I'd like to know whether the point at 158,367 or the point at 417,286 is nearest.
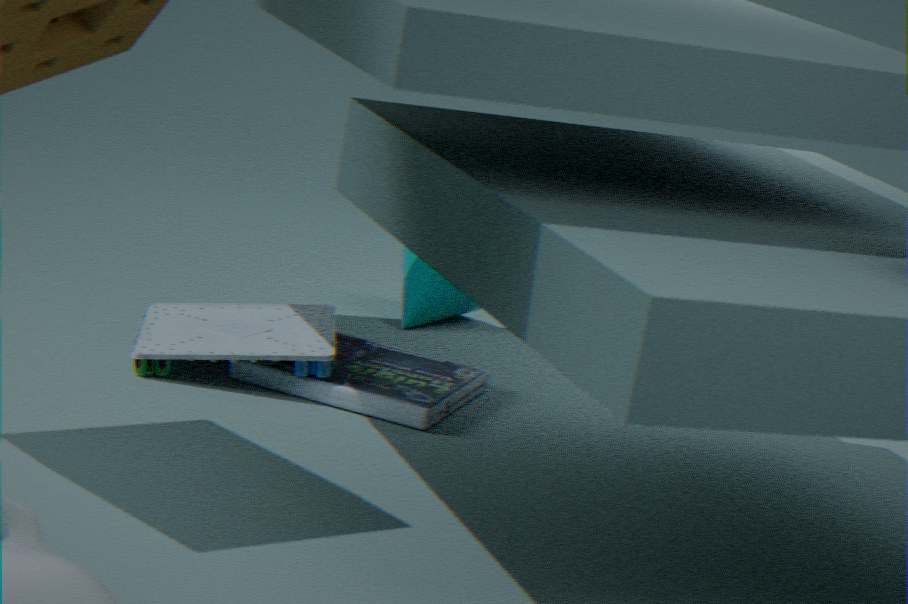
the point at 158,367
